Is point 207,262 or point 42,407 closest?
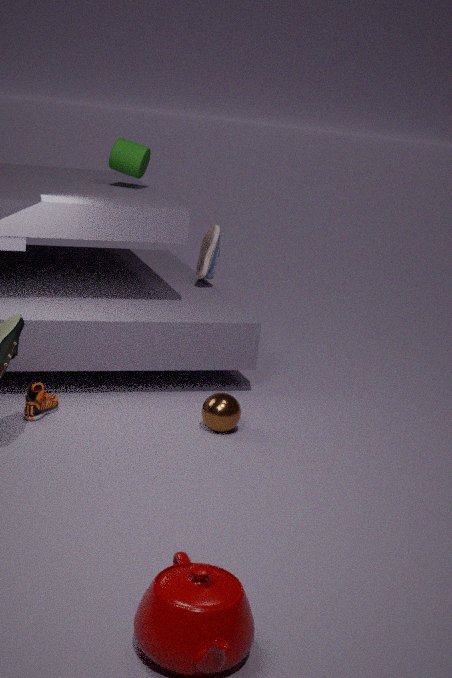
point 42,407
